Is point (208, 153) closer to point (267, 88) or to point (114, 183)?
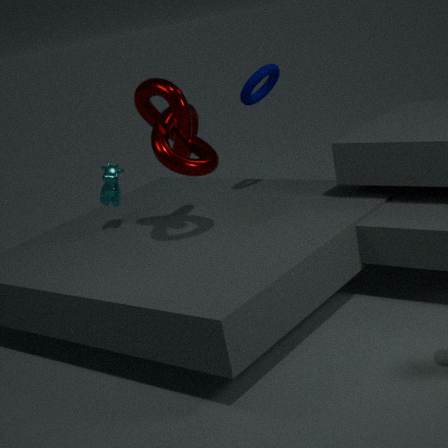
point (114, 183)
